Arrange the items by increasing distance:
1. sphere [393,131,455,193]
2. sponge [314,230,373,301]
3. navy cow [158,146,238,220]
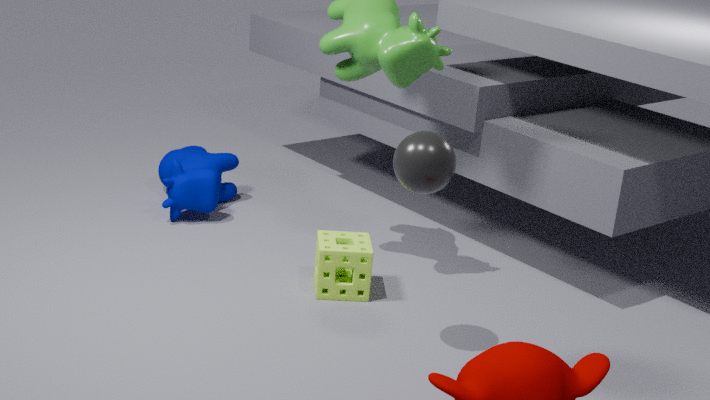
1. sphere [393,131,455,193]
2. sponge [314,230,373,301]
3. navy cow [158,146,238,220]
